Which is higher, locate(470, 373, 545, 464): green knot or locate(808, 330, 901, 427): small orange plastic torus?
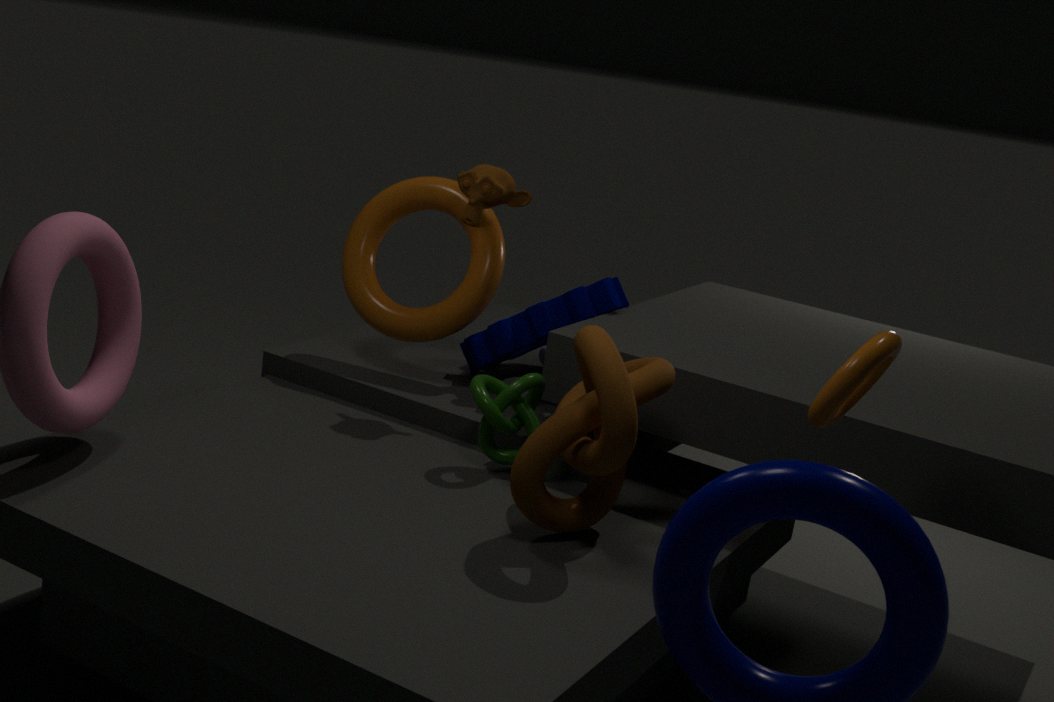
locate(808, 330, 901, 427): small orange plastic torus
